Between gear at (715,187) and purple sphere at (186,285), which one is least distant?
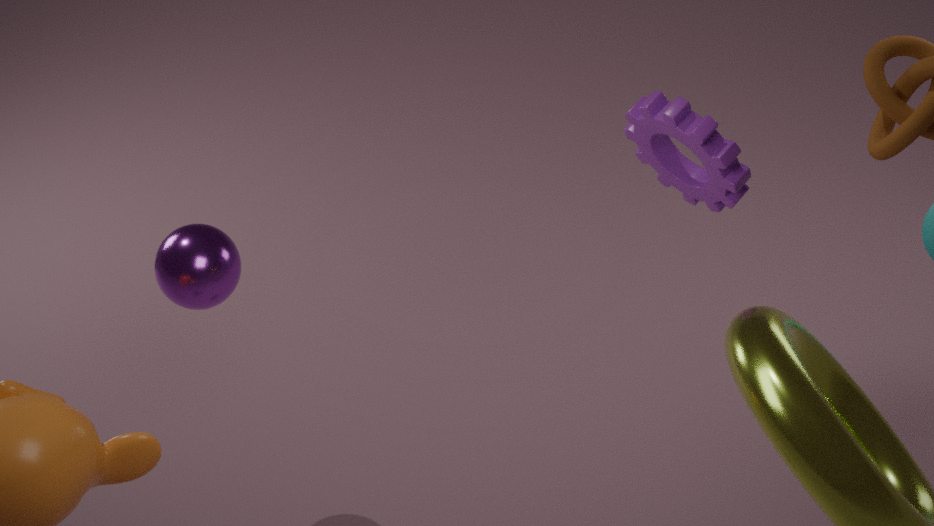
gear at (715,187)
